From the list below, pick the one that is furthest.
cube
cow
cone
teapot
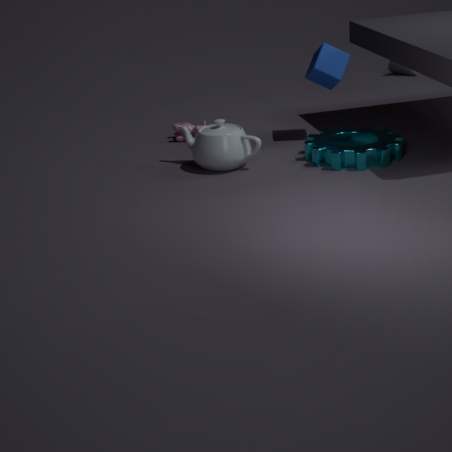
cone
